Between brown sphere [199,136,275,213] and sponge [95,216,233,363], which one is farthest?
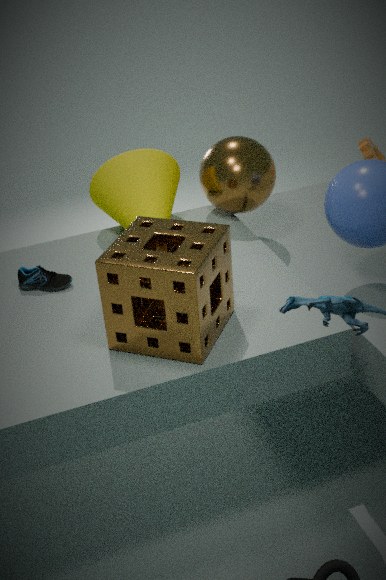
brown sphere [199,136,275,213]
